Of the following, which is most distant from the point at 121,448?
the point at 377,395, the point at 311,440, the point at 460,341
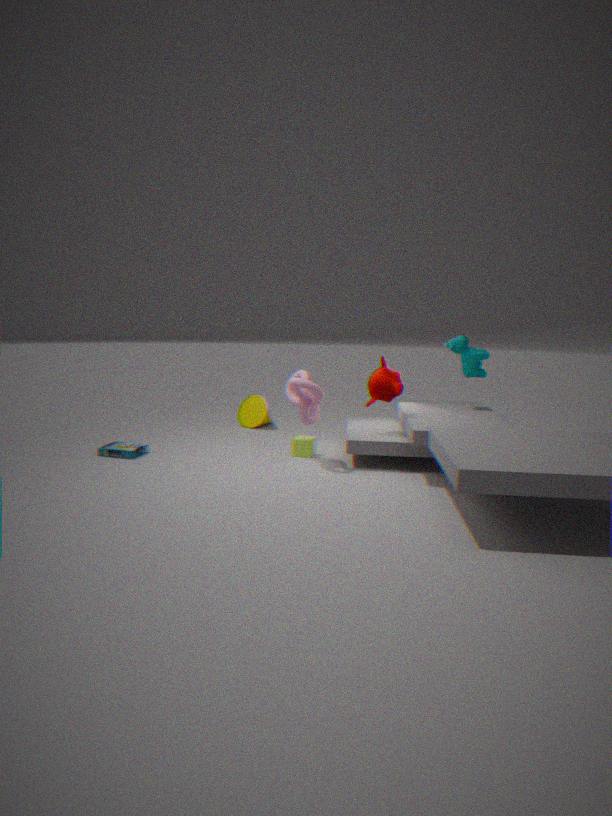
the point at 460,341
